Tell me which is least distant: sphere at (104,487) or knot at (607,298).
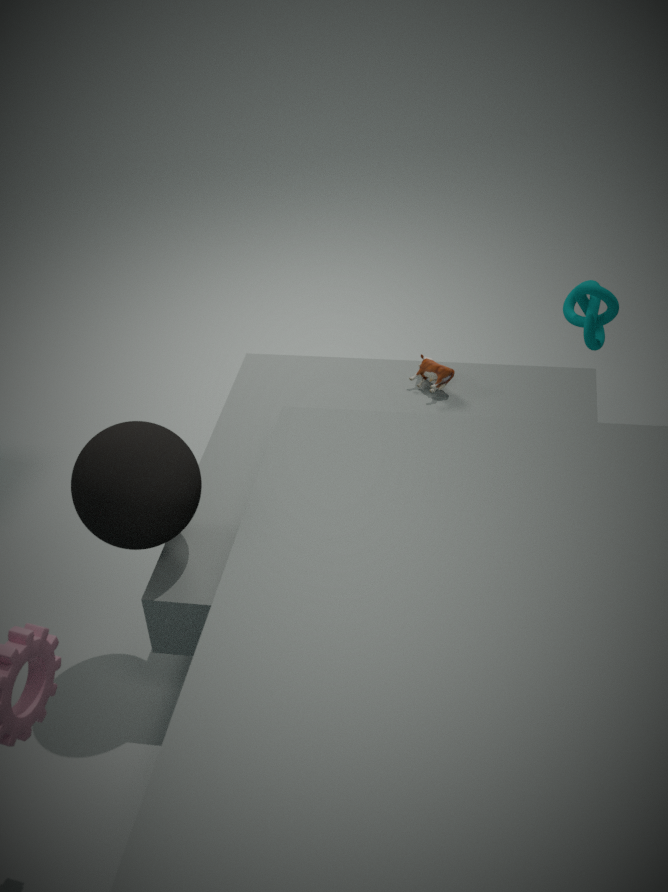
sphere at (104,487)
